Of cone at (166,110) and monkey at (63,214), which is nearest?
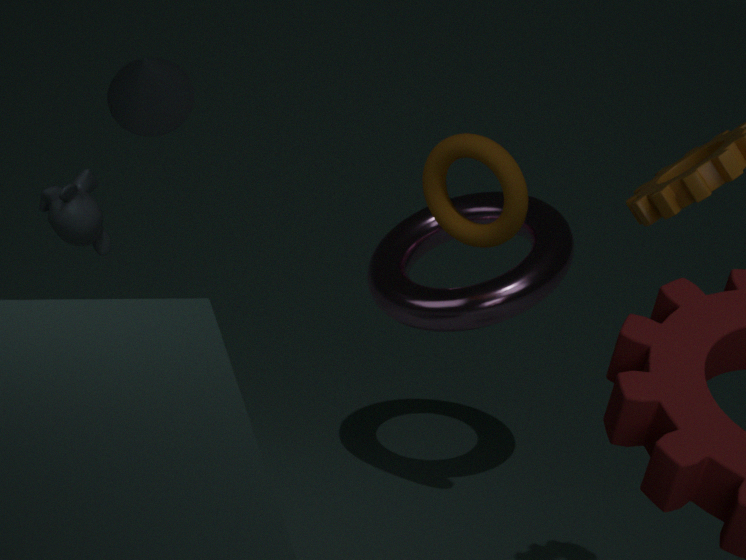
cone at (166,110)
